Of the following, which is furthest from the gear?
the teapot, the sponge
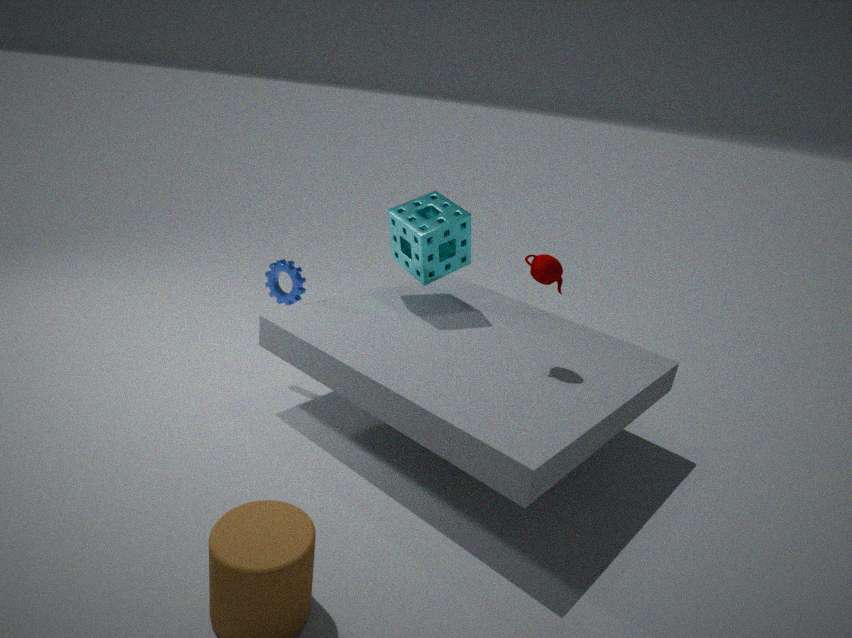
the teapot
